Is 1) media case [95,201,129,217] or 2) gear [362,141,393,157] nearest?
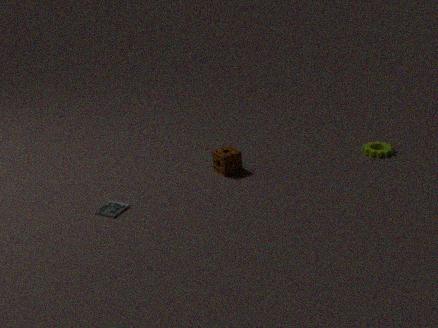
1. media case [95,201,129,217]
